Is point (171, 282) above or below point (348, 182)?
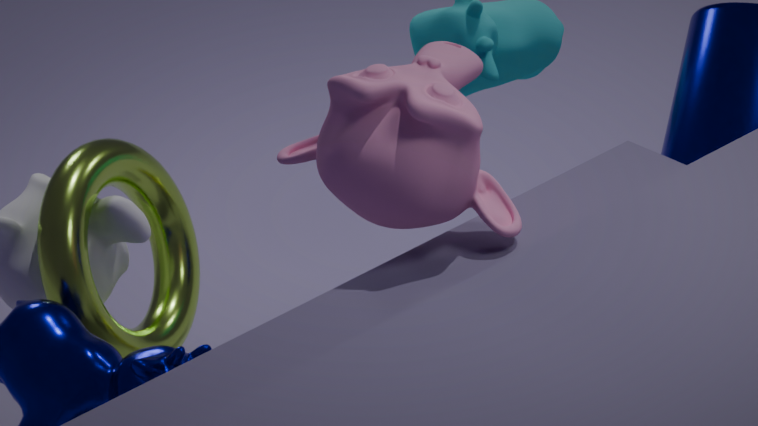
below
